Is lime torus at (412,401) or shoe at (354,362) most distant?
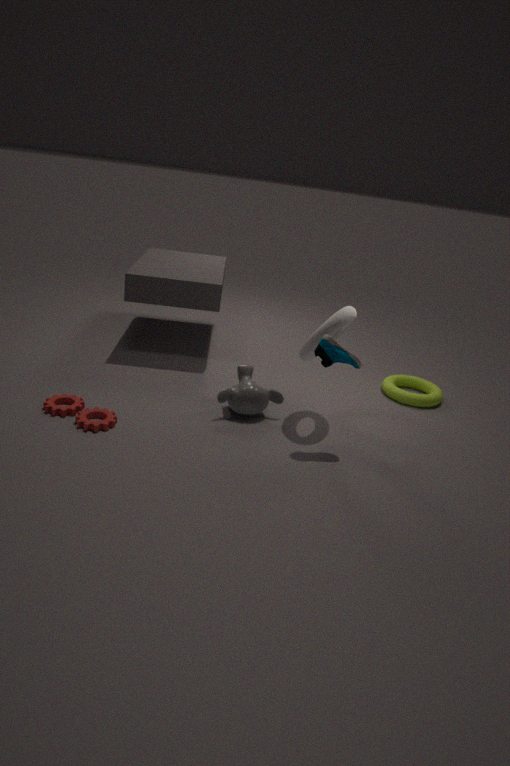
lime torus at (412,401)
